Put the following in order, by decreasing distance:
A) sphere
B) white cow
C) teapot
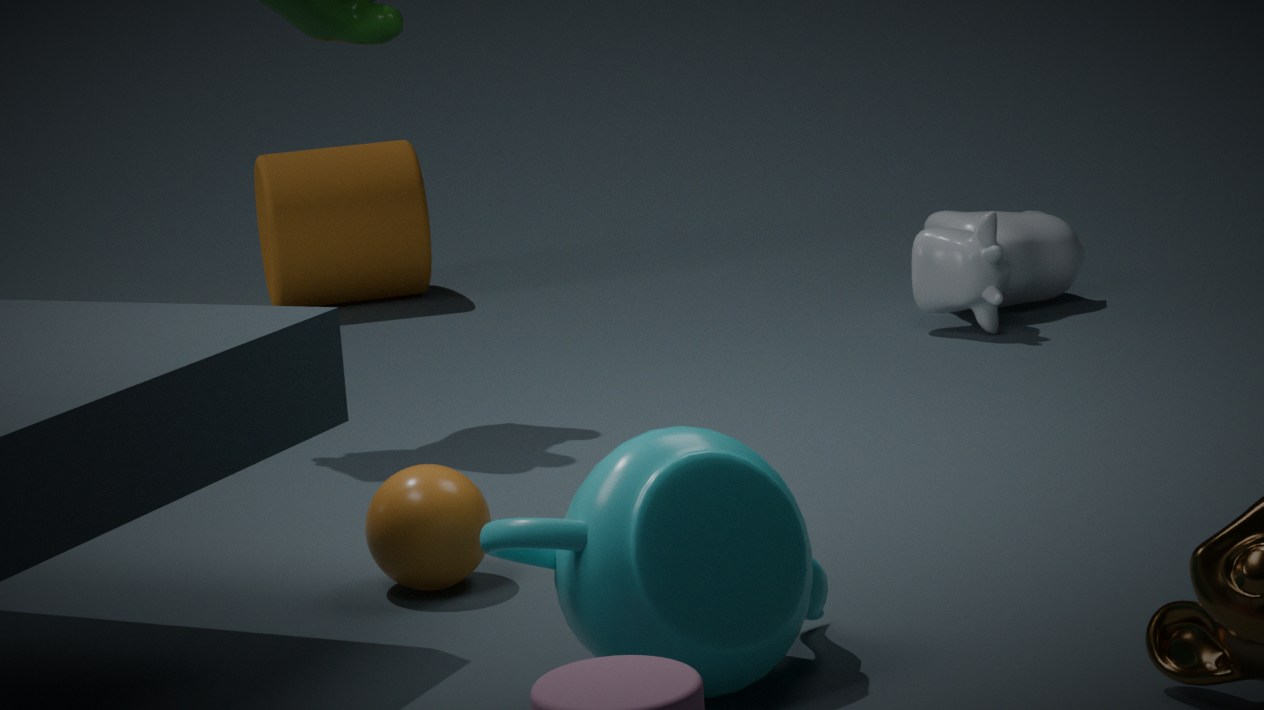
white cow
sphere
teapot
